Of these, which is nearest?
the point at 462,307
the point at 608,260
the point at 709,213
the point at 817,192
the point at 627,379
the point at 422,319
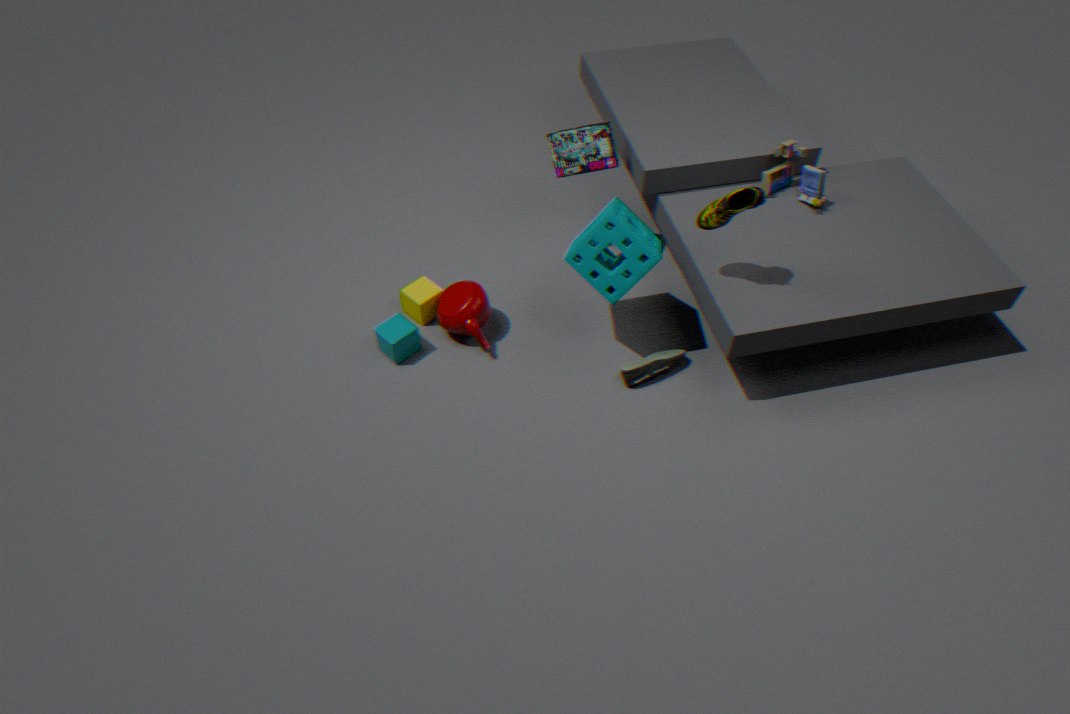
the point at 709,213
